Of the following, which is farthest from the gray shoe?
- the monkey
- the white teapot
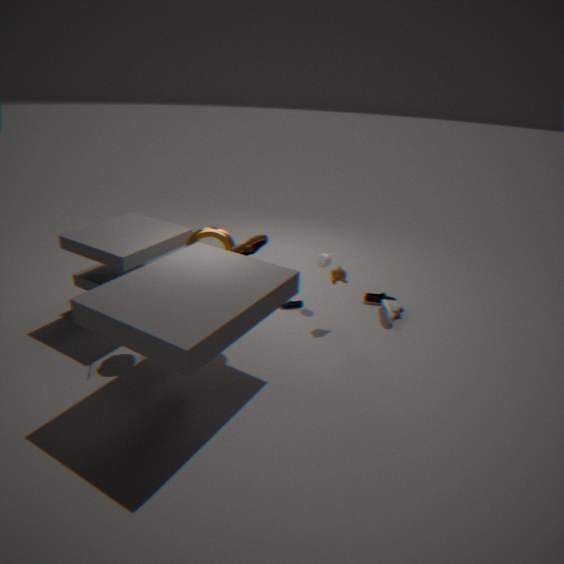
the white teapot
